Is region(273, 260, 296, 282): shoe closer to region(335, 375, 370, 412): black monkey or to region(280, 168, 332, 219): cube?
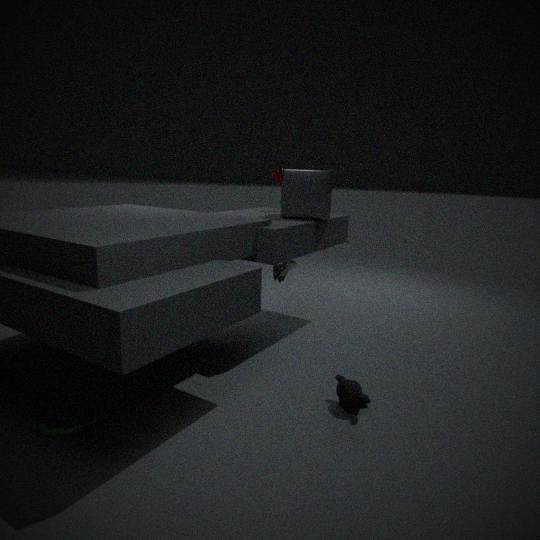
region(280, 168, 332, 219): cube
